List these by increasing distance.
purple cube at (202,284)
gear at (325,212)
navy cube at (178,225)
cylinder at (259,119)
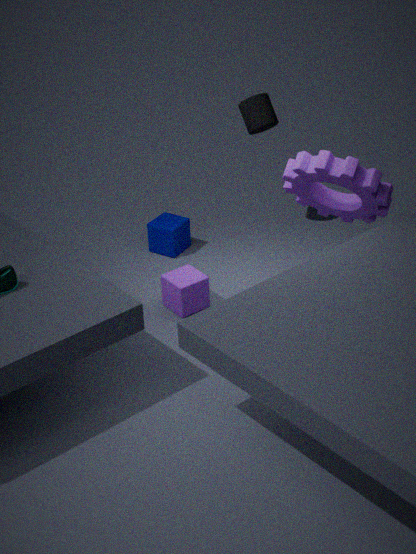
gear at (325,212) → purple cube at (202,284) → cylinder at (259,119) → navy cube at (178,225)
